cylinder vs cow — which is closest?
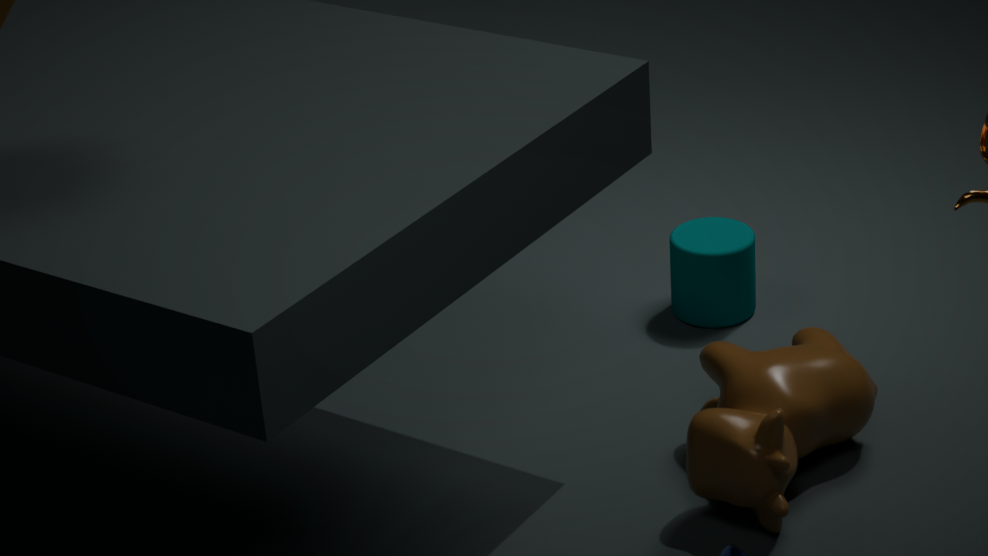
cow
